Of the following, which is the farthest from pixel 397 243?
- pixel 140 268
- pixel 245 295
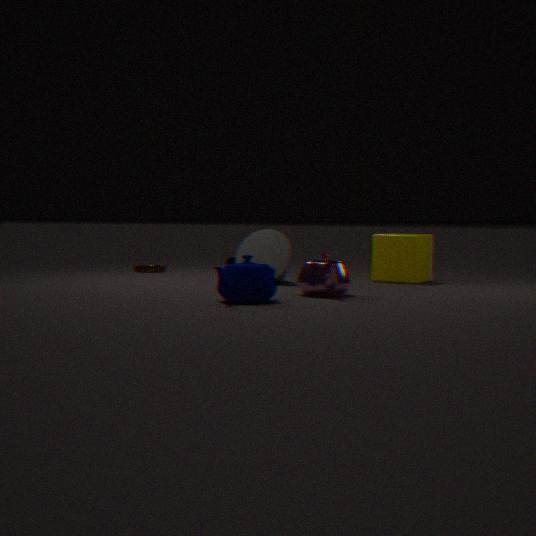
pixel 140 268
